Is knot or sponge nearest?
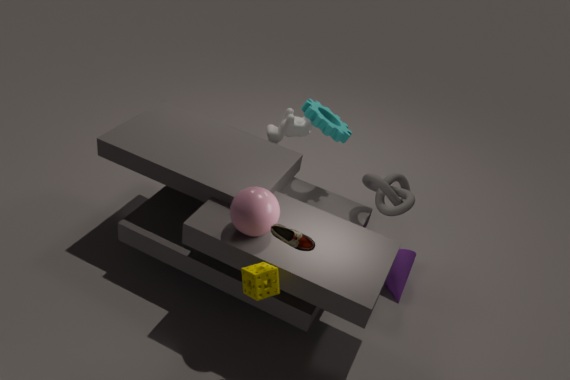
sponge
